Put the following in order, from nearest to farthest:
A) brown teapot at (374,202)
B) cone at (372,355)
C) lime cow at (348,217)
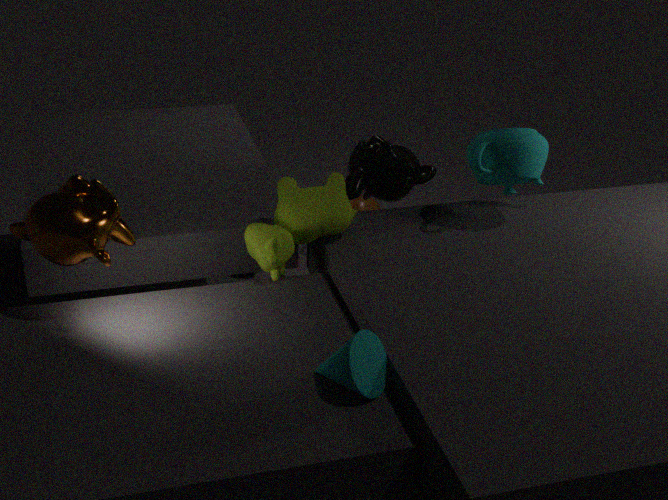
1. cone at (372,355)
2. lime cow at (348,217)
3. brown teapot at (374,202)
